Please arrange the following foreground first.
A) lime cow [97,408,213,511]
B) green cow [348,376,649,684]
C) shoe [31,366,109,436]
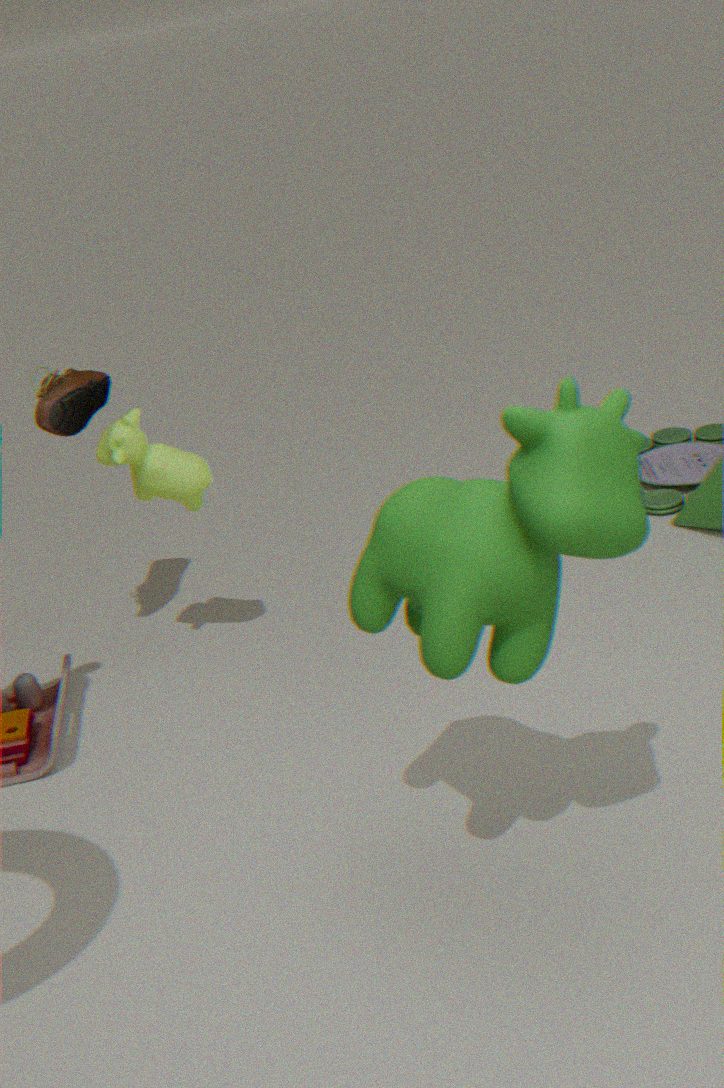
green cow [348,376,649,684] < lime cow [97,408,213,511] < shoe [31,366,109,436]
